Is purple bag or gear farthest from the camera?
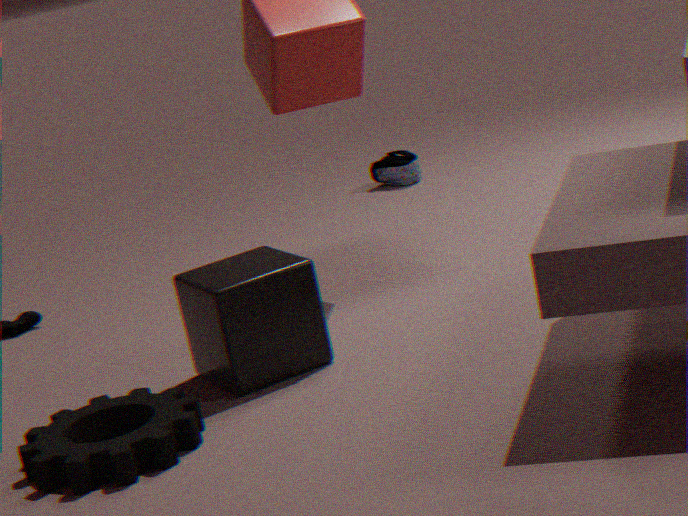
purple bag
